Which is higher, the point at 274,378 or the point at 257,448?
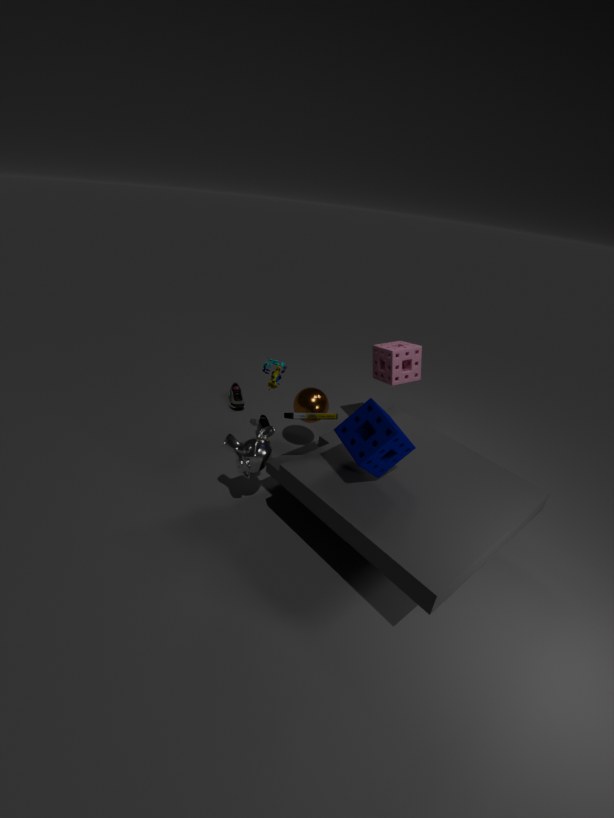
the point at 274,378
